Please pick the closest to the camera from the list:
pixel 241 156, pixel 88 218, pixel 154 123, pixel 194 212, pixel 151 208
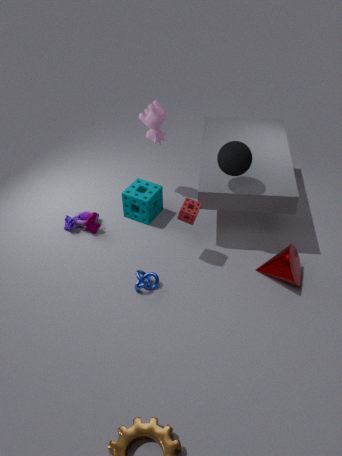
pixel 241 156
